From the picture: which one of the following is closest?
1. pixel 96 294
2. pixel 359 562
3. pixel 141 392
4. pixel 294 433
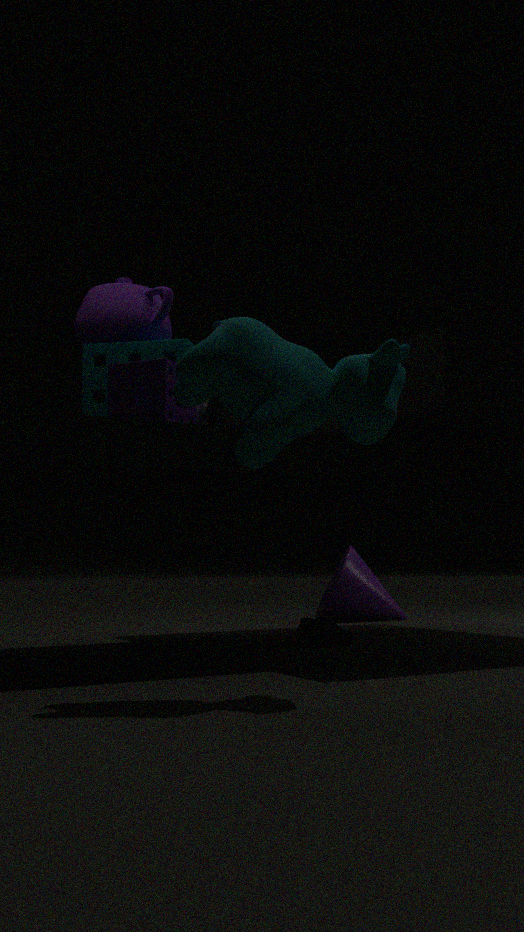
pixel 294 433
